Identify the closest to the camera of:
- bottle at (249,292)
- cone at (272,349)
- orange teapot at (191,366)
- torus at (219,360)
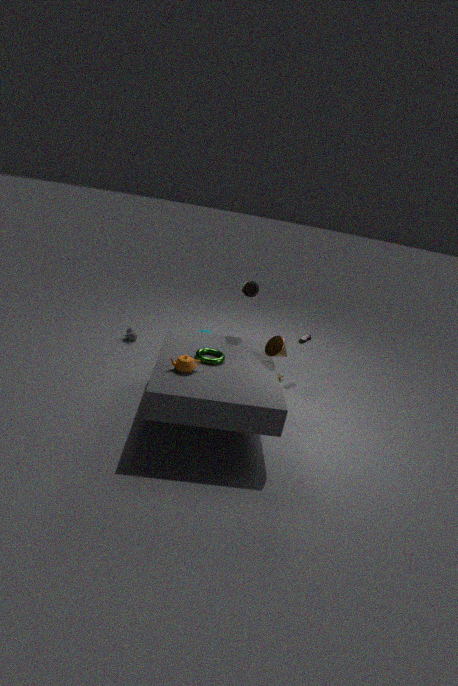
orange teapot at (191,366)
